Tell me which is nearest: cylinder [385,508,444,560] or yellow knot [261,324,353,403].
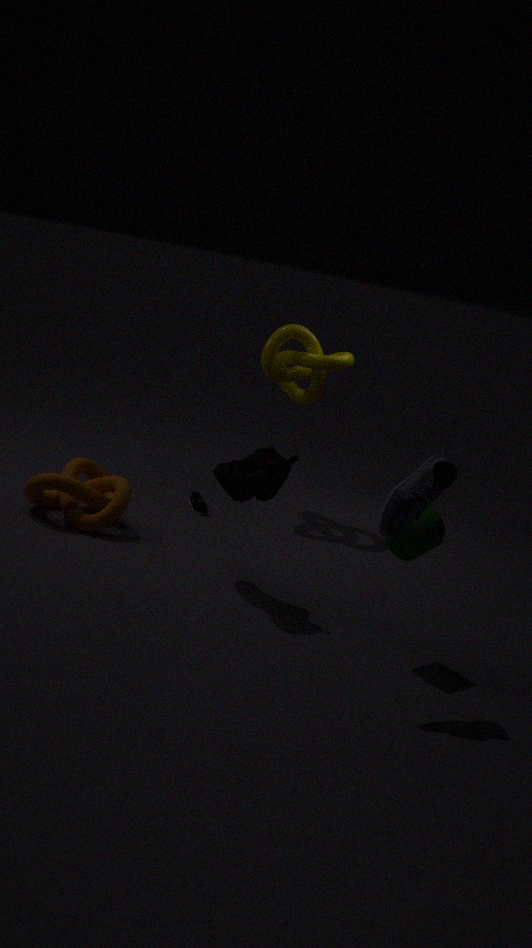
cylinder [385,508,444,560]
